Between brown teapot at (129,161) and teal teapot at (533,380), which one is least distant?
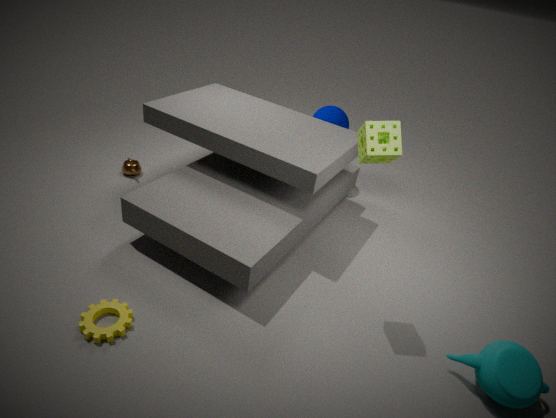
teal teapot at (533,380)
